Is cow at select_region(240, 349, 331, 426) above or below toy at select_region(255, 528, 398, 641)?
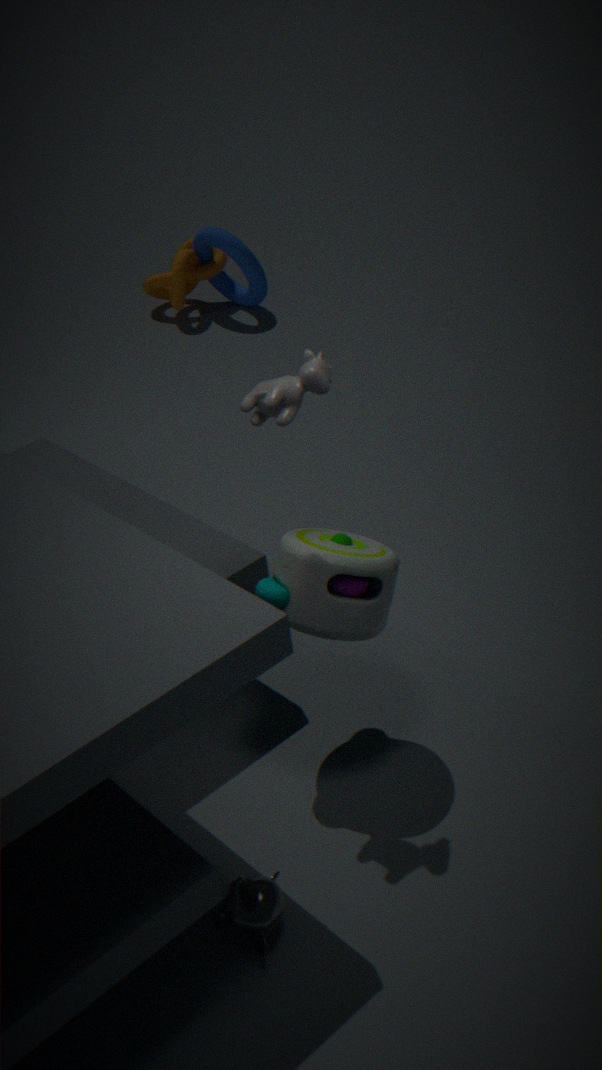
above
